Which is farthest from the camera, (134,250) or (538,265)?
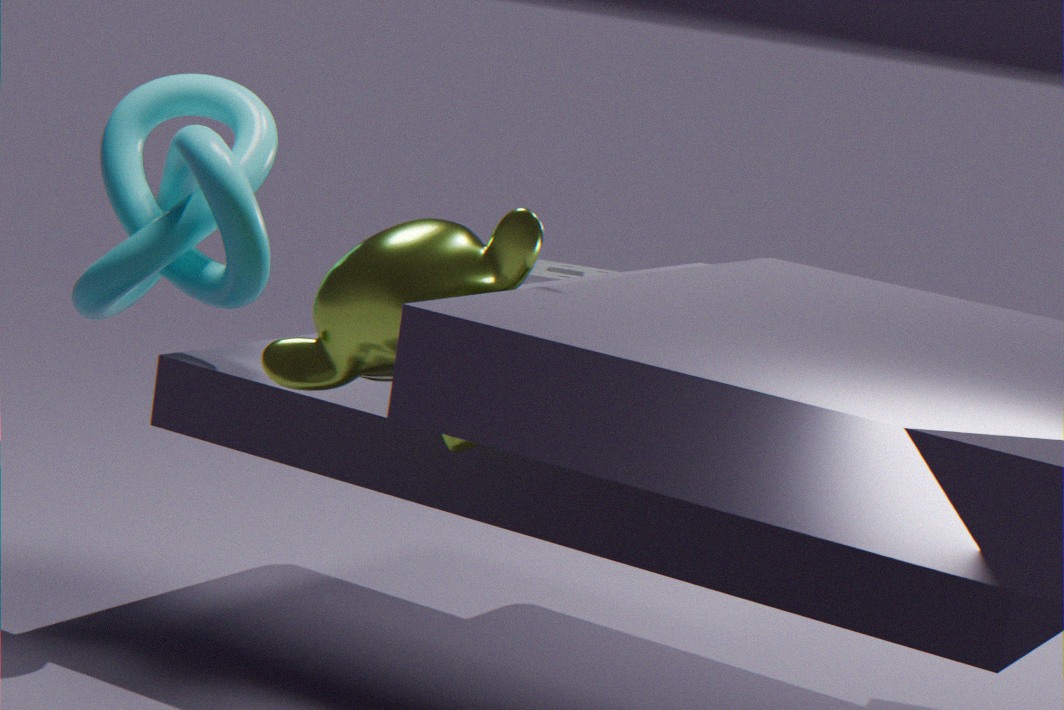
(538,265)
